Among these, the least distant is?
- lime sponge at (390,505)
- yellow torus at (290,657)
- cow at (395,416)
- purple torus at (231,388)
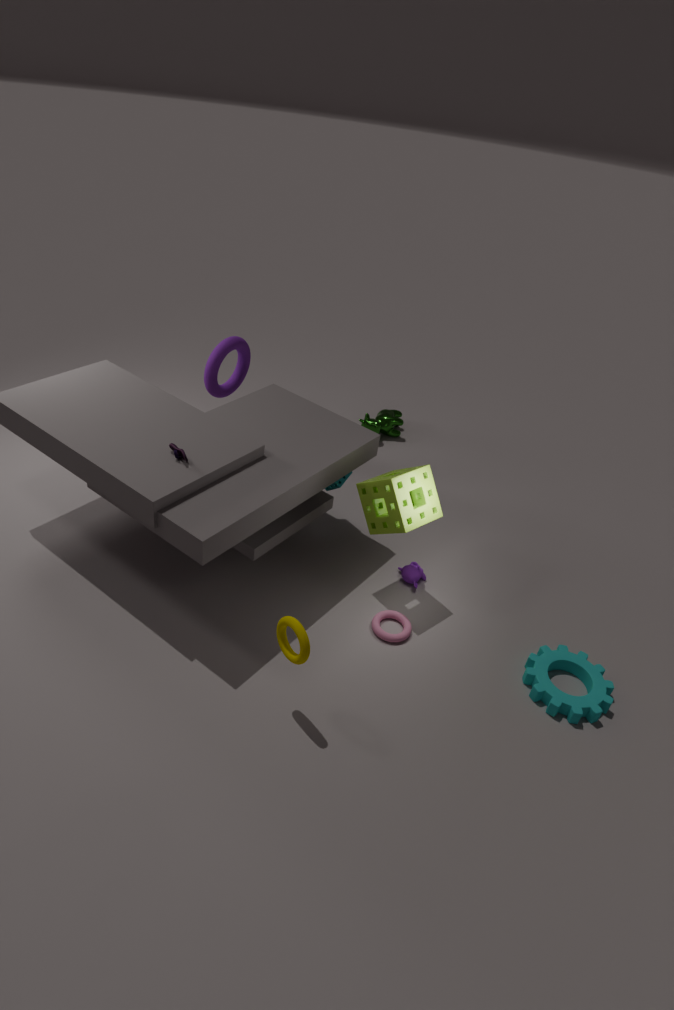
yellow torus at (290,657)
